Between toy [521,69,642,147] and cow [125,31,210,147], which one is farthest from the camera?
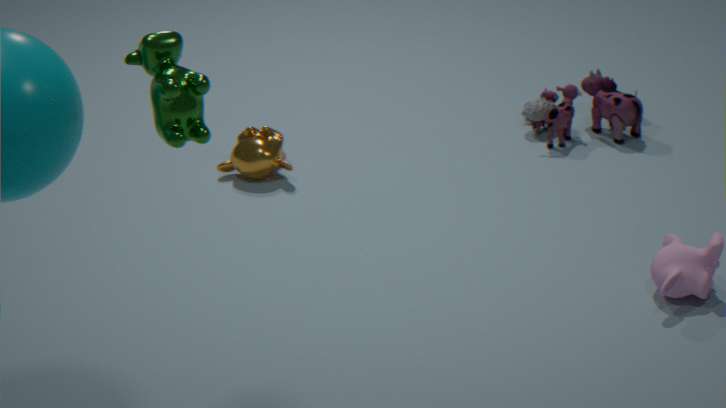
toy [521,69,642,147]
